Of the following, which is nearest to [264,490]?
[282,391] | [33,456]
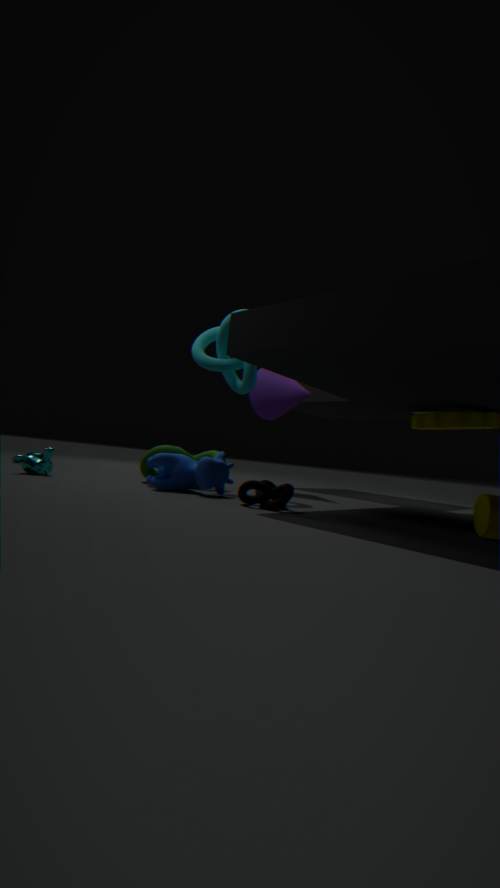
[282,391]
